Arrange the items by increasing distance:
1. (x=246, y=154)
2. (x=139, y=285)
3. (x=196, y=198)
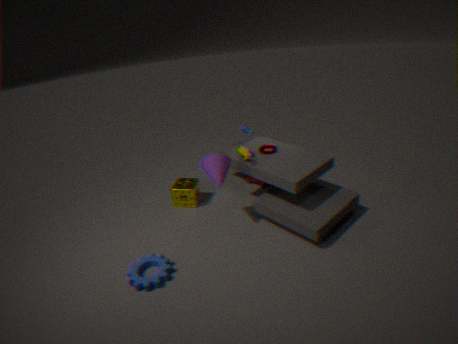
1. (x=139, y=285)
2. (x=246, y=154)
3. (x=196, y=198)
